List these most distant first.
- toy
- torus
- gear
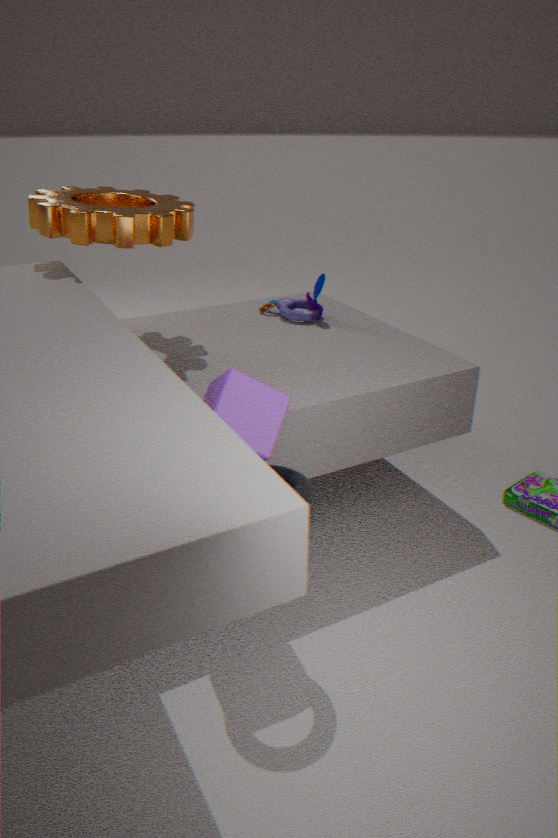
toy → gear → torus
